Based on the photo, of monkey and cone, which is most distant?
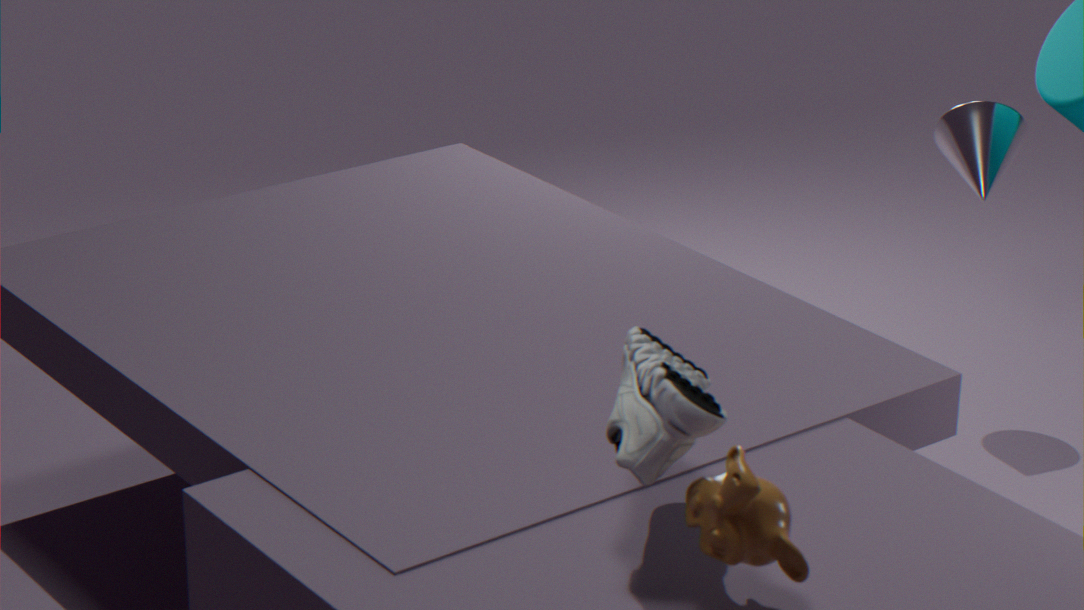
cone
